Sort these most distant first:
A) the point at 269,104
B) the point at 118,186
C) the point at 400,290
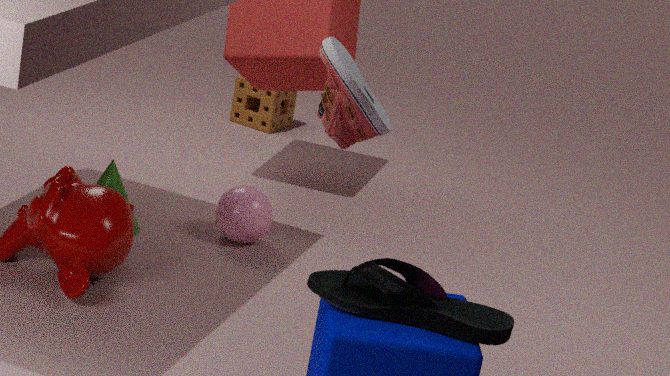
the point at 269,104, the point at 118,186, the point at 400,290
